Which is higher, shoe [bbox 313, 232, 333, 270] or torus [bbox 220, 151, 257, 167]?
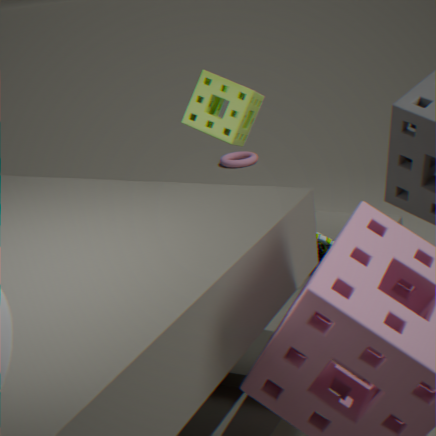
shoe [bbox 313, 232, 333, 270]
